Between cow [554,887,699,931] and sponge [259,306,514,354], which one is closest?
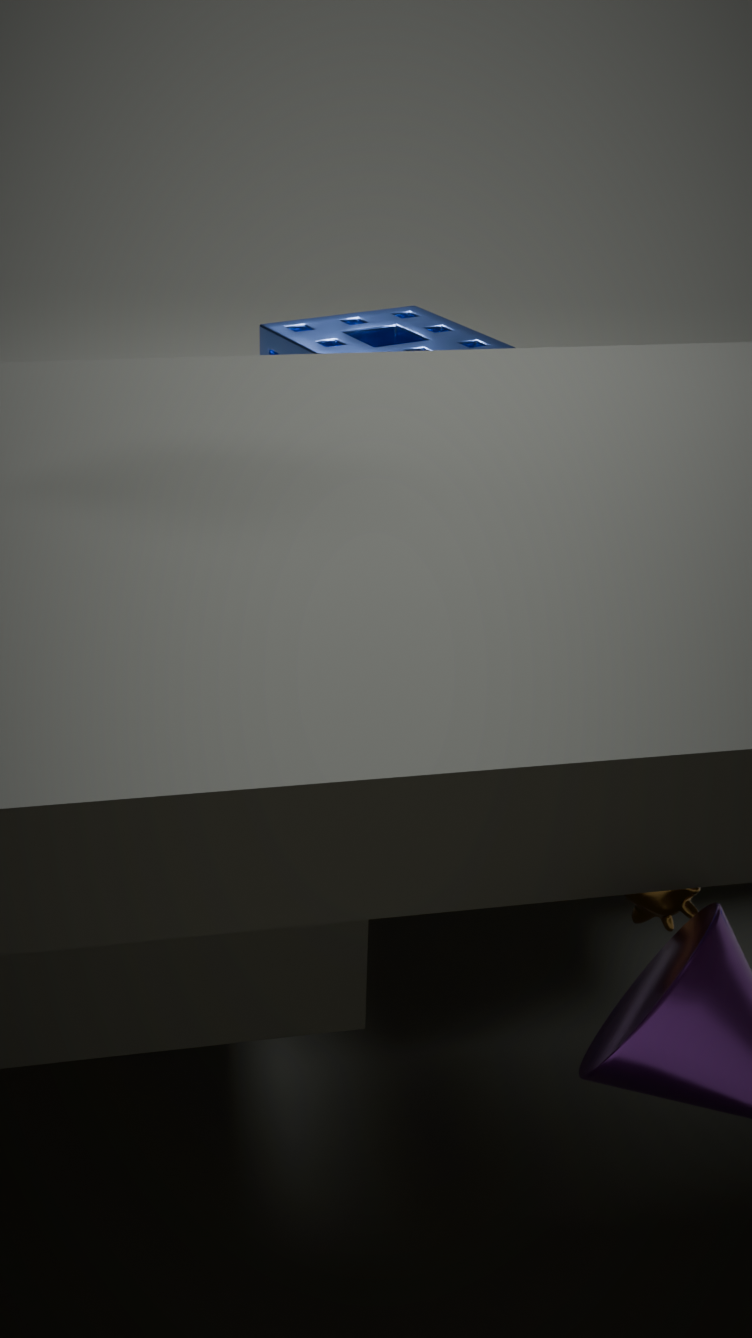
cow [554,887,699,931]
